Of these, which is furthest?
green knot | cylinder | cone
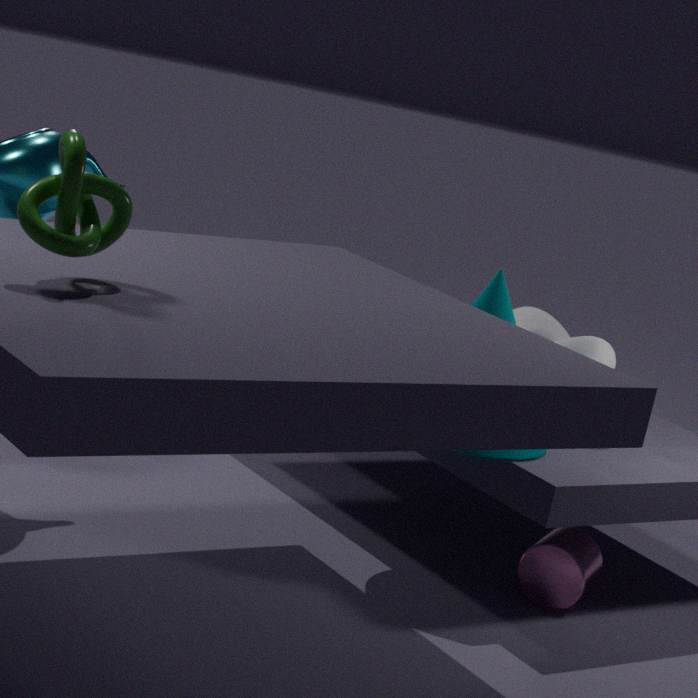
cylinder
